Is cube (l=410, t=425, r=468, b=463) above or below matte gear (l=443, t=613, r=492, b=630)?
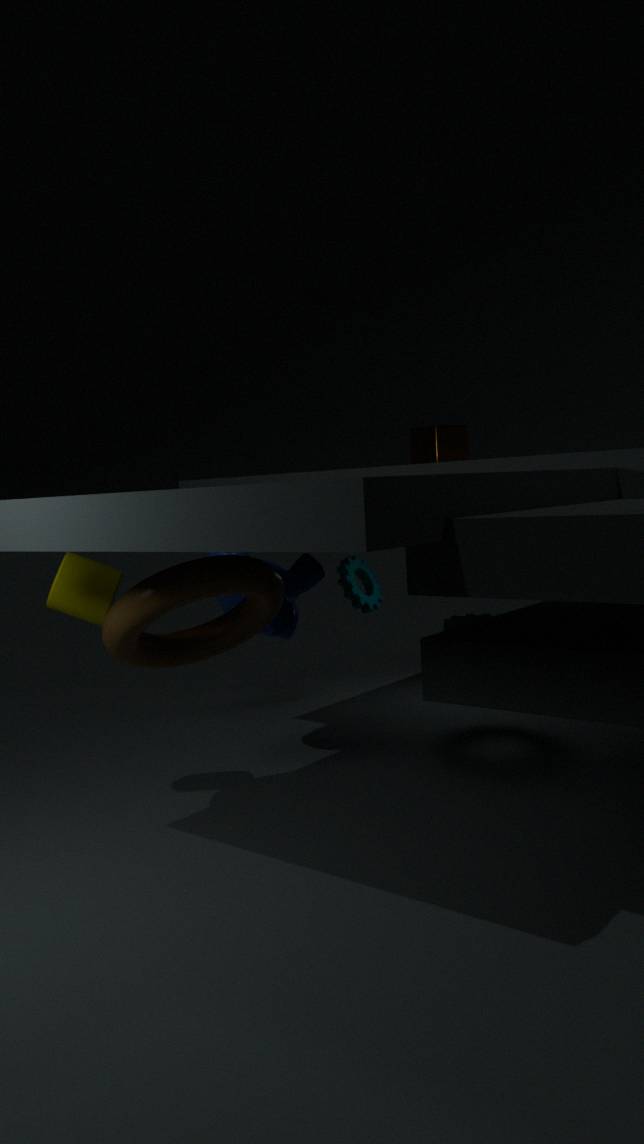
above
